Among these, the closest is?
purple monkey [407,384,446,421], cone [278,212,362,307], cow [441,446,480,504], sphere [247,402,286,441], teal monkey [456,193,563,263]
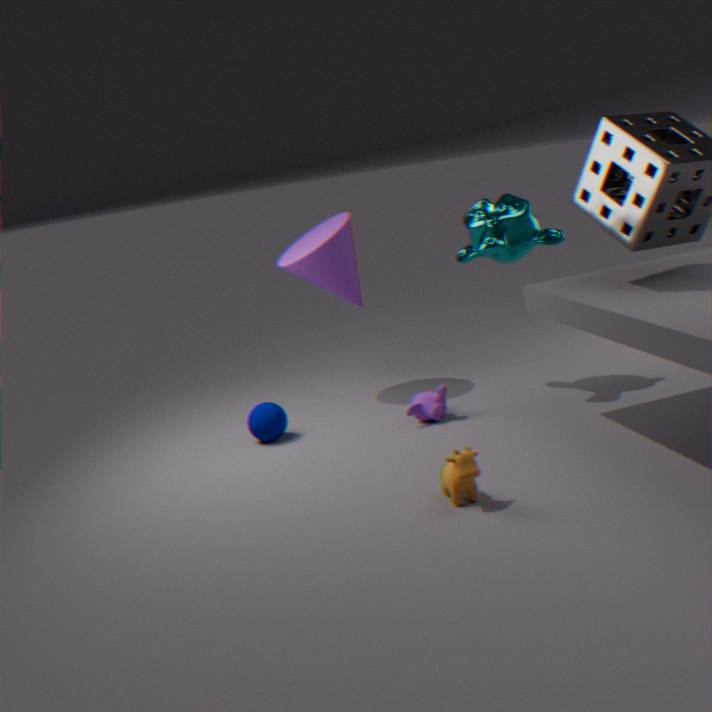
cow [441,446,480,504]
